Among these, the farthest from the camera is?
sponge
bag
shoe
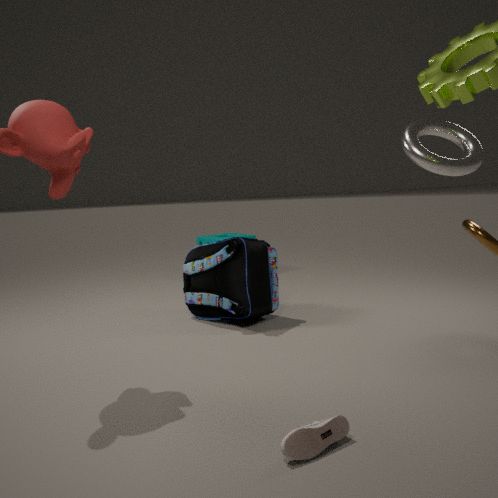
sponge
